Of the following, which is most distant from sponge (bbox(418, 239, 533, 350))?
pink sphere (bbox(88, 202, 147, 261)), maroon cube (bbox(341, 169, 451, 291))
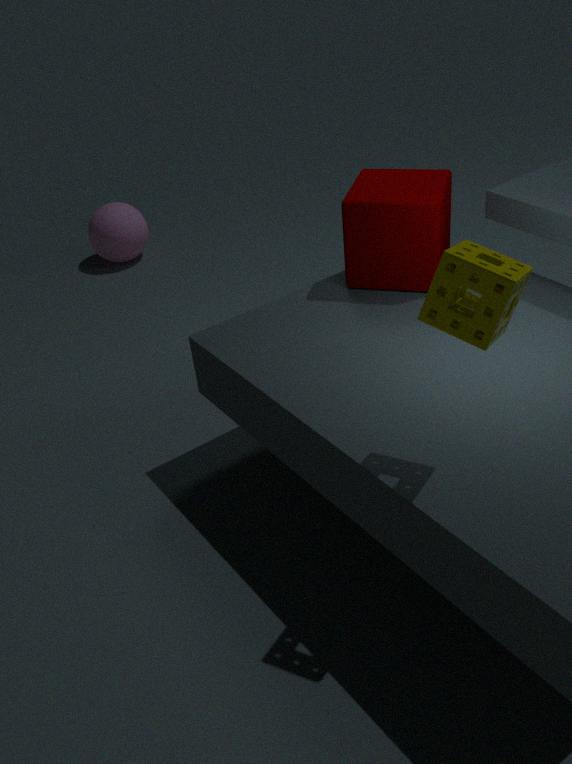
pink sphere (bbox(88, 202, 147, 261))
